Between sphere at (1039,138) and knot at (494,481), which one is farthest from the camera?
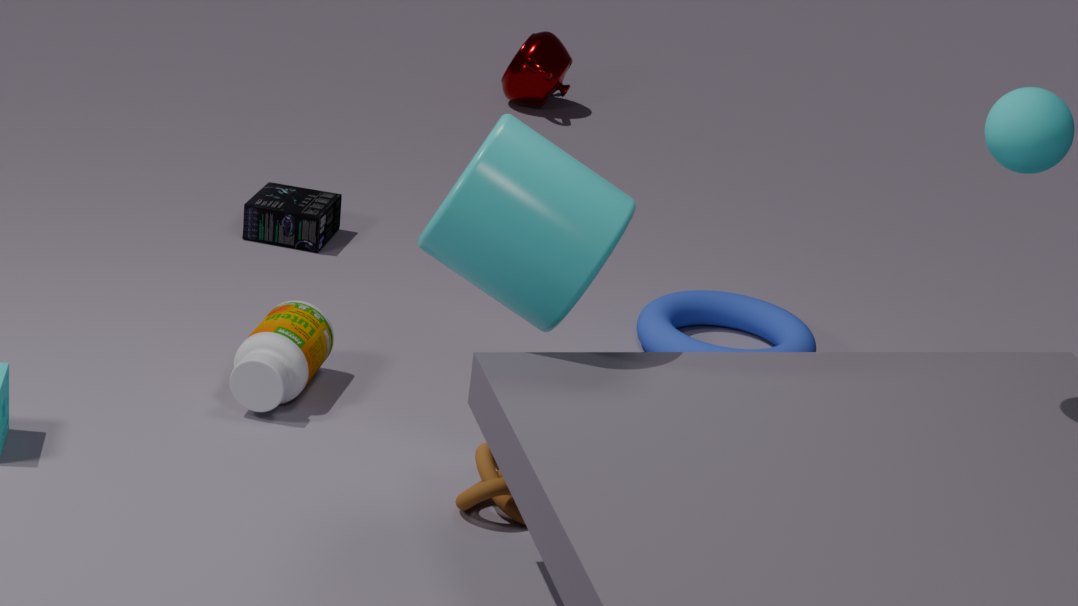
knot at (494,481)
